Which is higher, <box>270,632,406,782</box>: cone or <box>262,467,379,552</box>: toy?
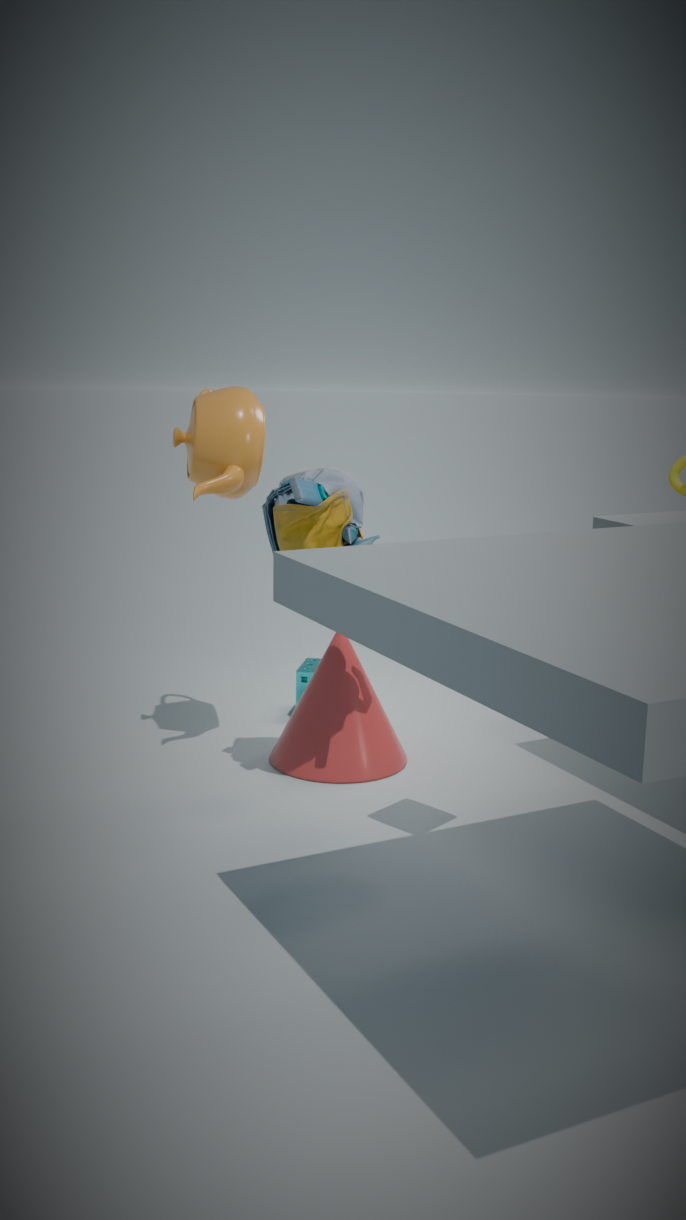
<box>262,467,379,552</box>: toy
